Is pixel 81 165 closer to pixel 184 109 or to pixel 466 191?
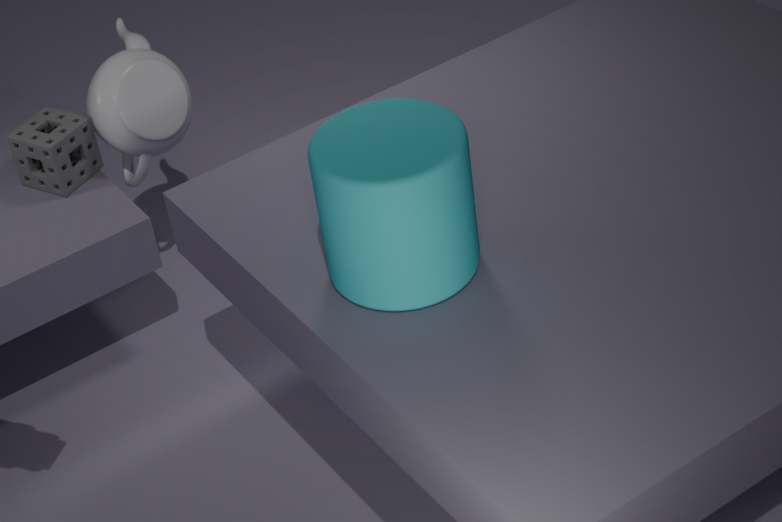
pixel 184 109
